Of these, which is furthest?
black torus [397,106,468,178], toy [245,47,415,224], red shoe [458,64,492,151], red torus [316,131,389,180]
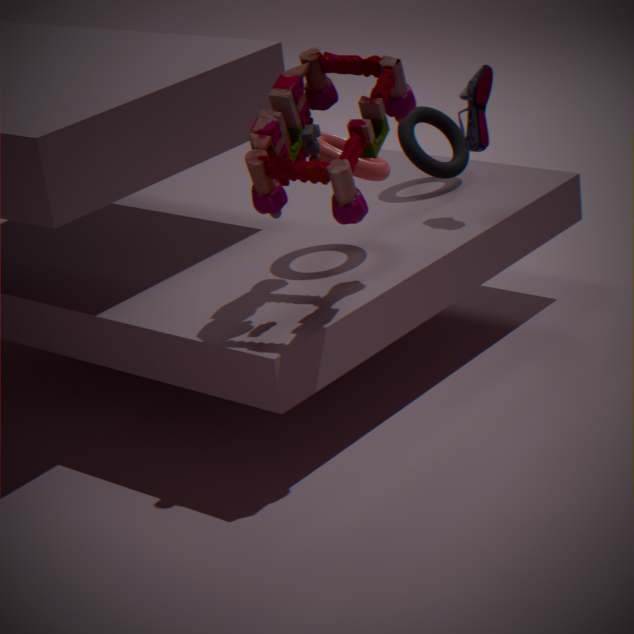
black torus [397,106,468,178]
